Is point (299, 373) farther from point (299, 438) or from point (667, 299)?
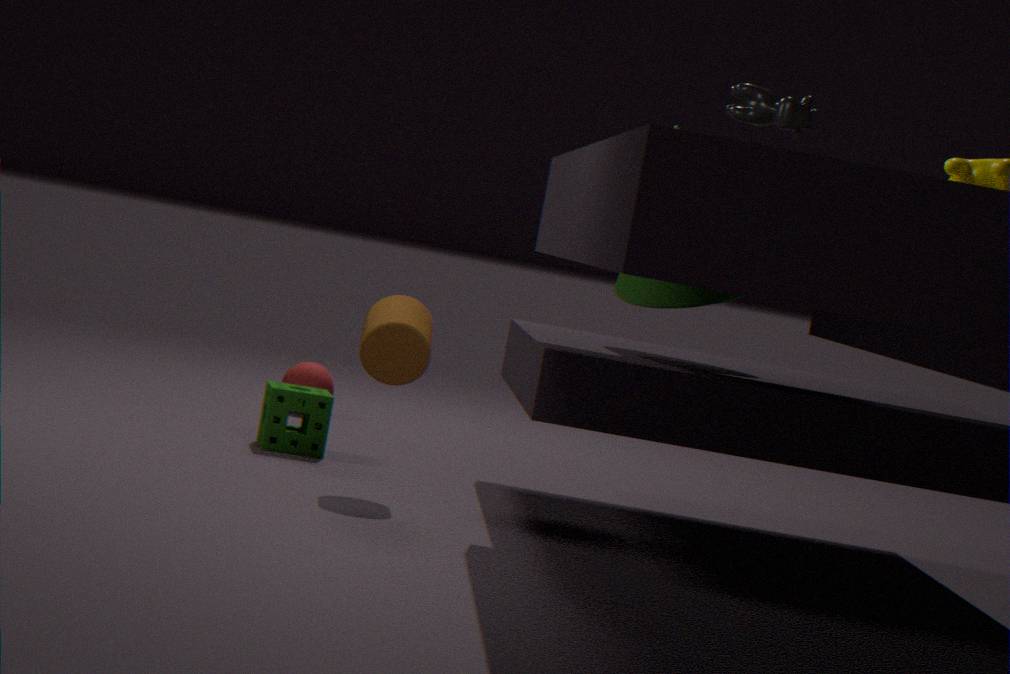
point (667, 299)
